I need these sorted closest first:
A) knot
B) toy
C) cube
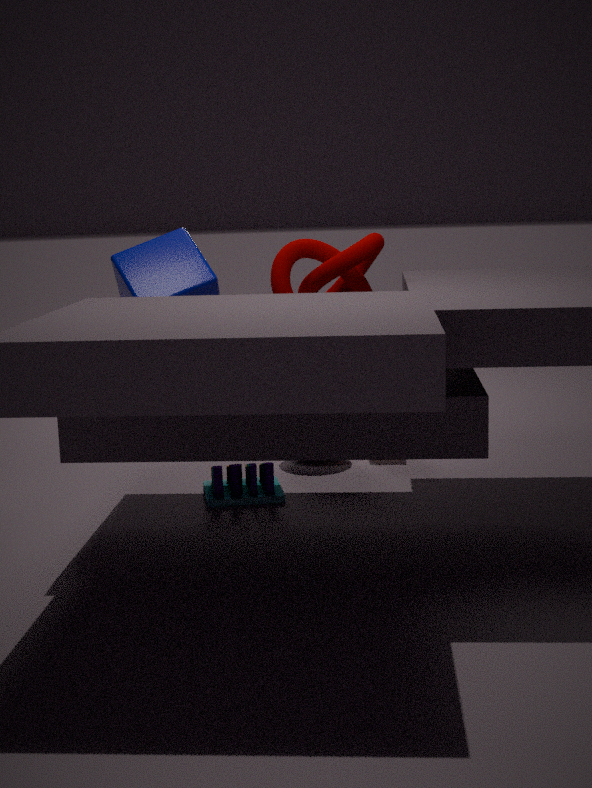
1. knot
2. cube
3. toy
